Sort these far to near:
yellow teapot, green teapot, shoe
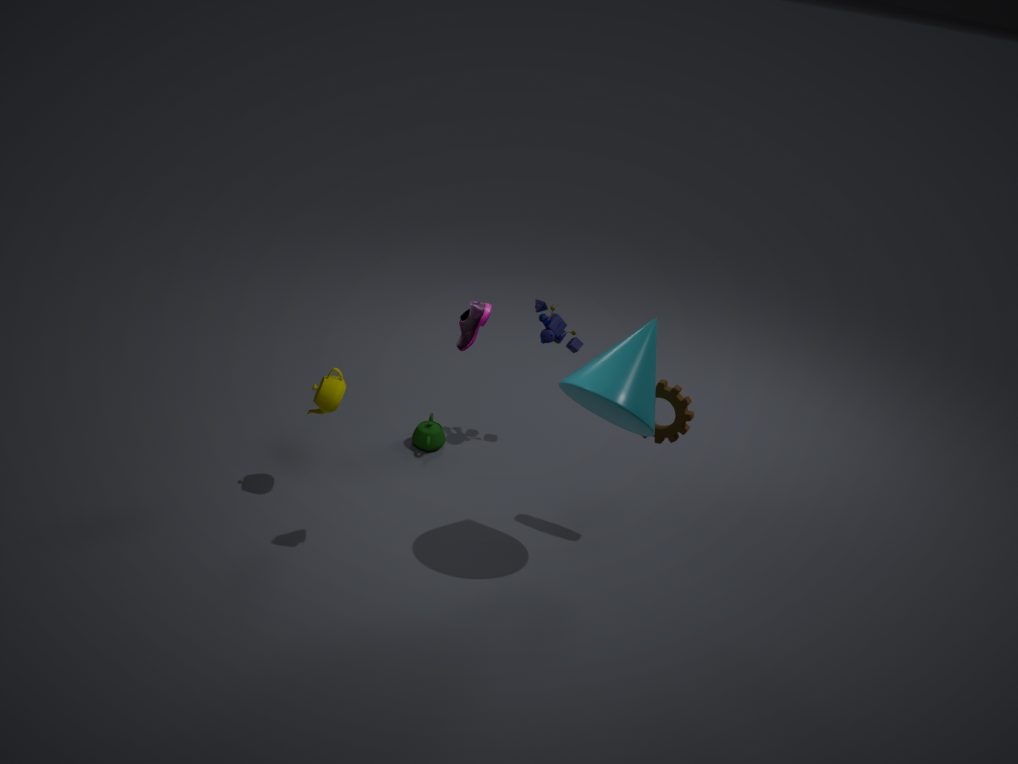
green teapot → yellow teapot → shoe
